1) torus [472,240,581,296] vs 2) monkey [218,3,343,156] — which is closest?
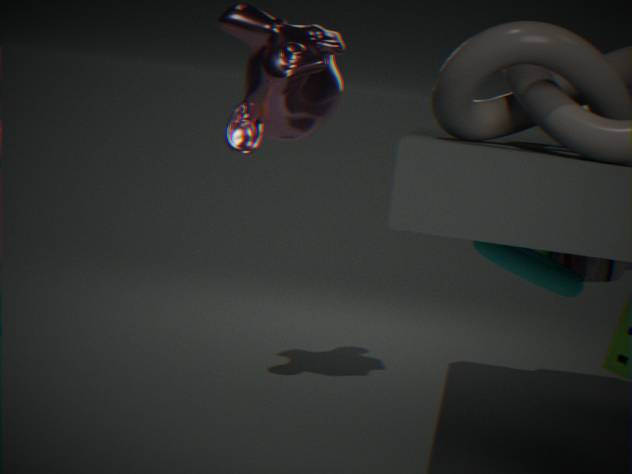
1. torus [472,240,581,296]
